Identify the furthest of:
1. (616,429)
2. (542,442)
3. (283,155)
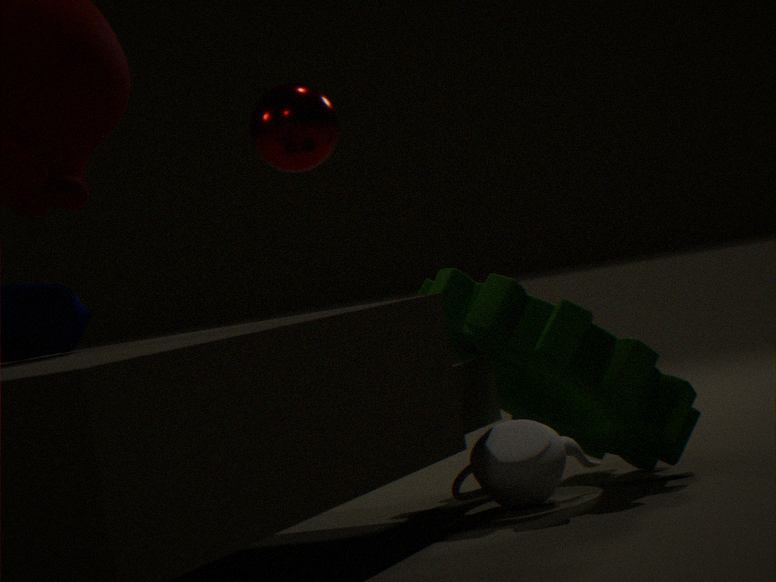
(283,155)
